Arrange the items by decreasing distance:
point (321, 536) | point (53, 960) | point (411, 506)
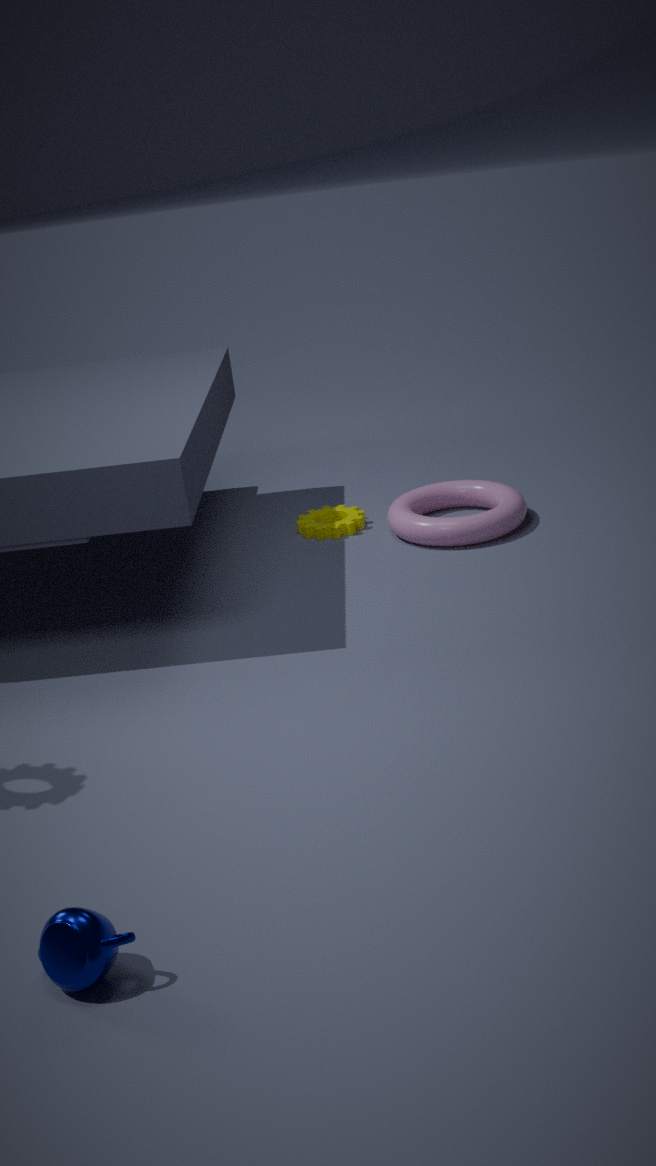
1. point (321, 536)
2. point (411, 506)
3. point (53, 960)
